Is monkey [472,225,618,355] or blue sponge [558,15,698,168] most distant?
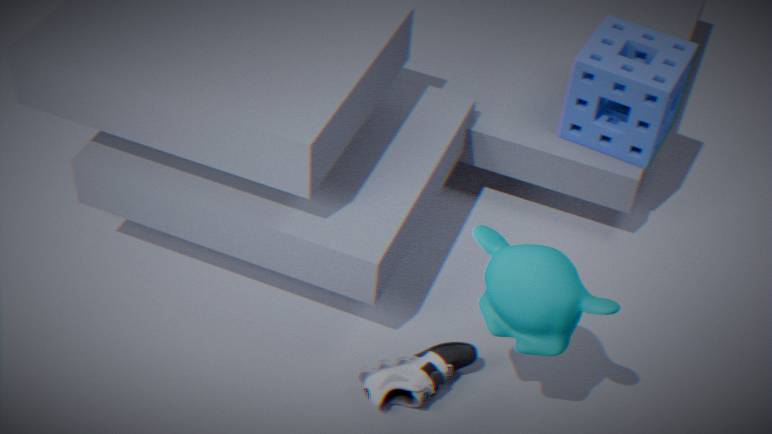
blue sponge [558,15,698,168]
